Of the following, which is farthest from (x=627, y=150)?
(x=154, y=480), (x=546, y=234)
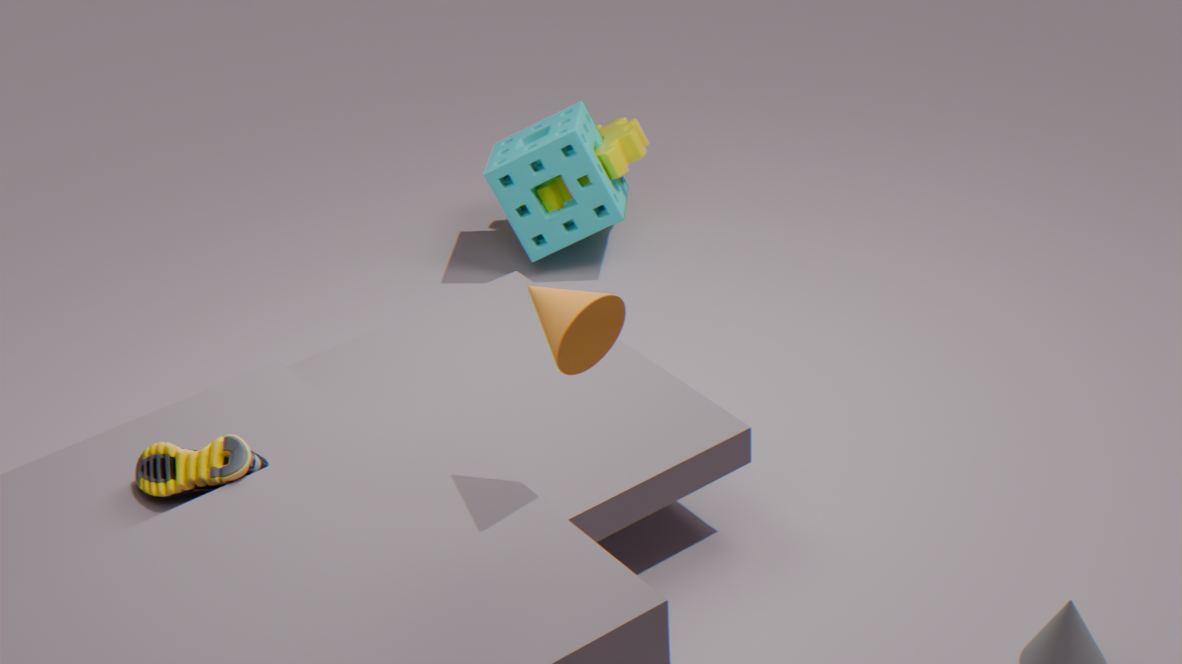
(x=154, y=480)
